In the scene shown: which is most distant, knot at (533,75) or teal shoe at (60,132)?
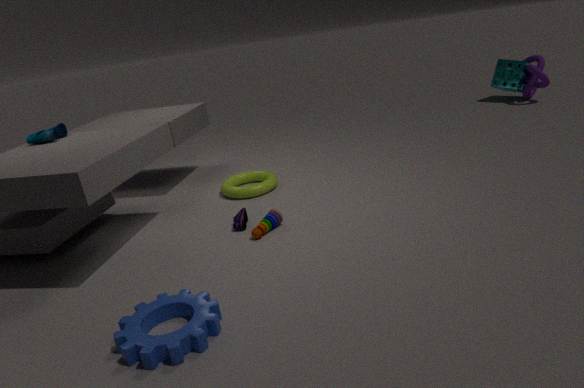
knot at (533,75)
